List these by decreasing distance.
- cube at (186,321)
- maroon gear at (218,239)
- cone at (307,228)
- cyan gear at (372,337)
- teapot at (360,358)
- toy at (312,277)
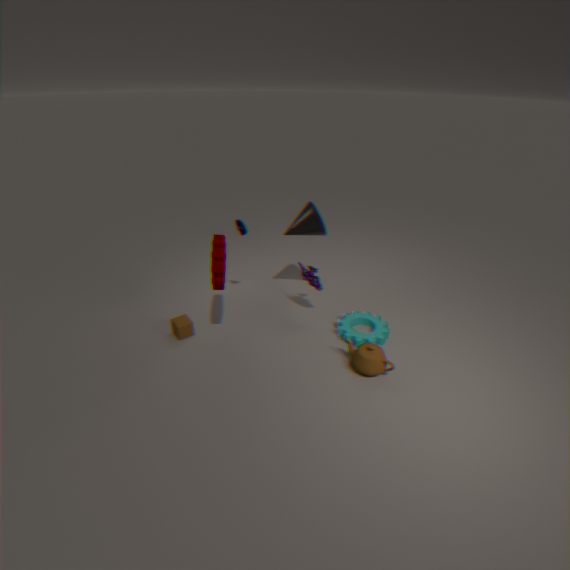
cone at (307,228)
toy at (312,277)
cube at (186,321)
cyan gear at (372,337)
teapot at (360,358)
maroon gear at (218,239)
